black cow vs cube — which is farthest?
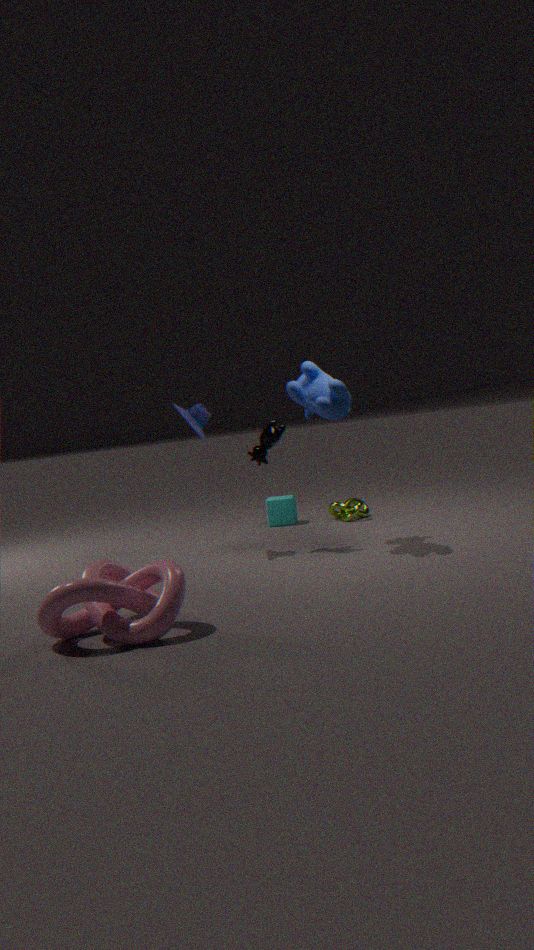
cube
